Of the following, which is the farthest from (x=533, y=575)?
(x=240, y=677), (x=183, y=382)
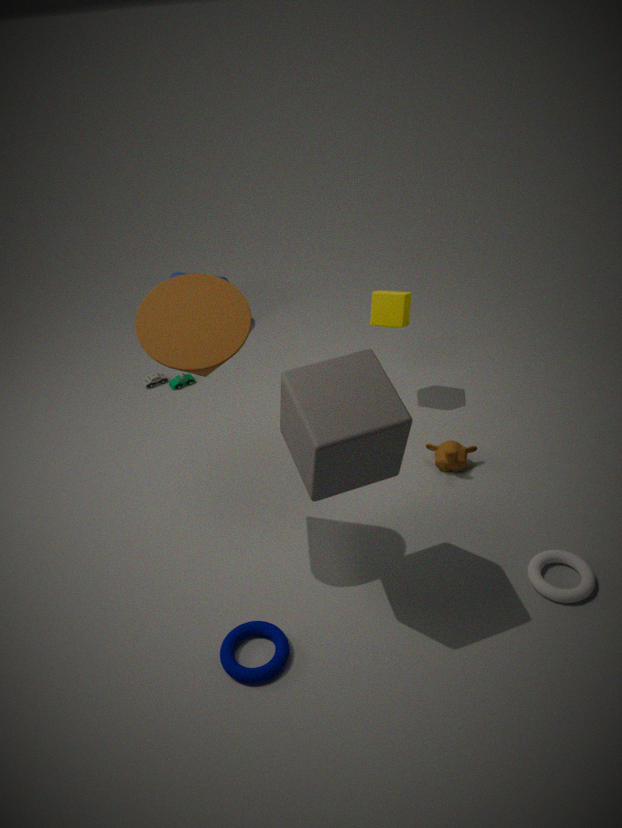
(x=183, y=382)
